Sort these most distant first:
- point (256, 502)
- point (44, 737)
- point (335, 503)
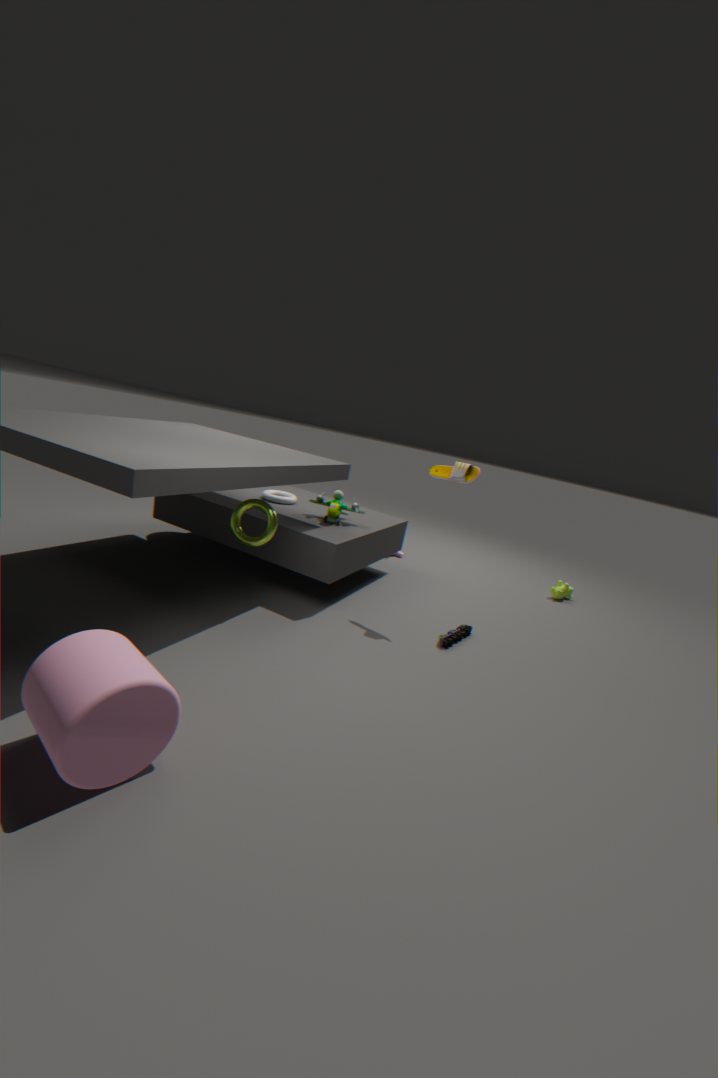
point (335, 503)
point (256, 502)
point (44, 737)
